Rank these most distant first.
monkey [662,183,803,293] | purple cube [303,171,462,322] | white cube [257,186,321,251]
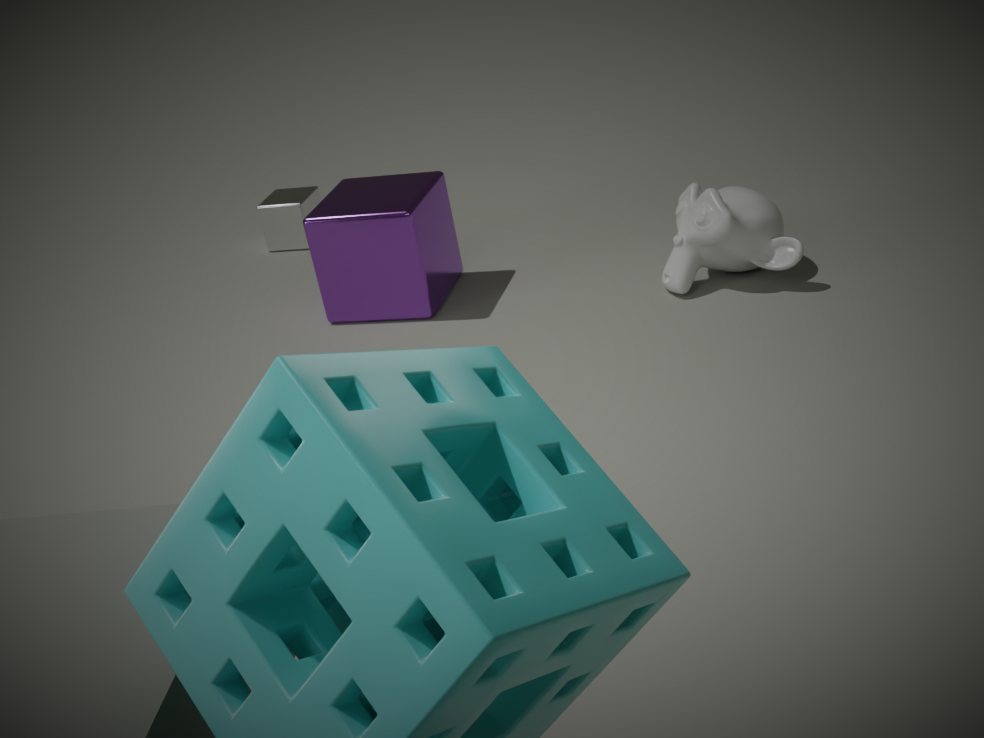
white cube [257,186,321,251]
purple cube [303,171,462,322]
monkey [662,183,803,293]
